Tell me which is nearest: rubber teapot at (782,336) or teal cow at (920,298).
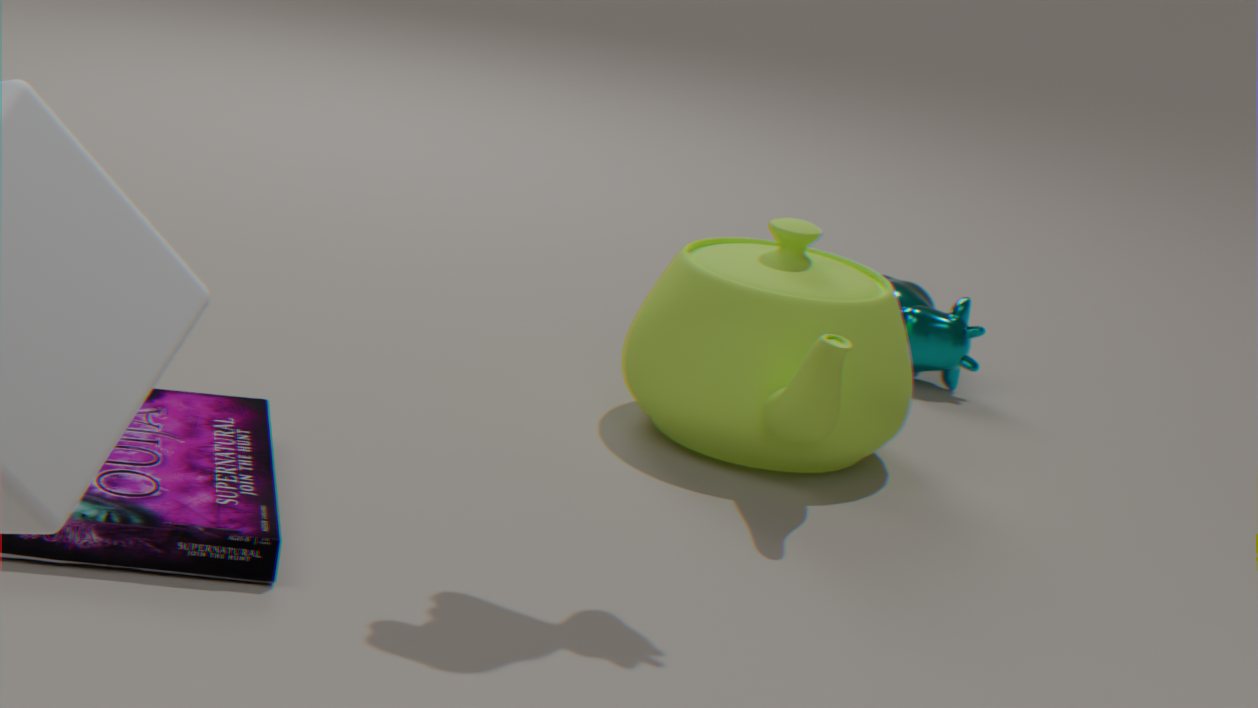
rubber teapot at (782,336)
